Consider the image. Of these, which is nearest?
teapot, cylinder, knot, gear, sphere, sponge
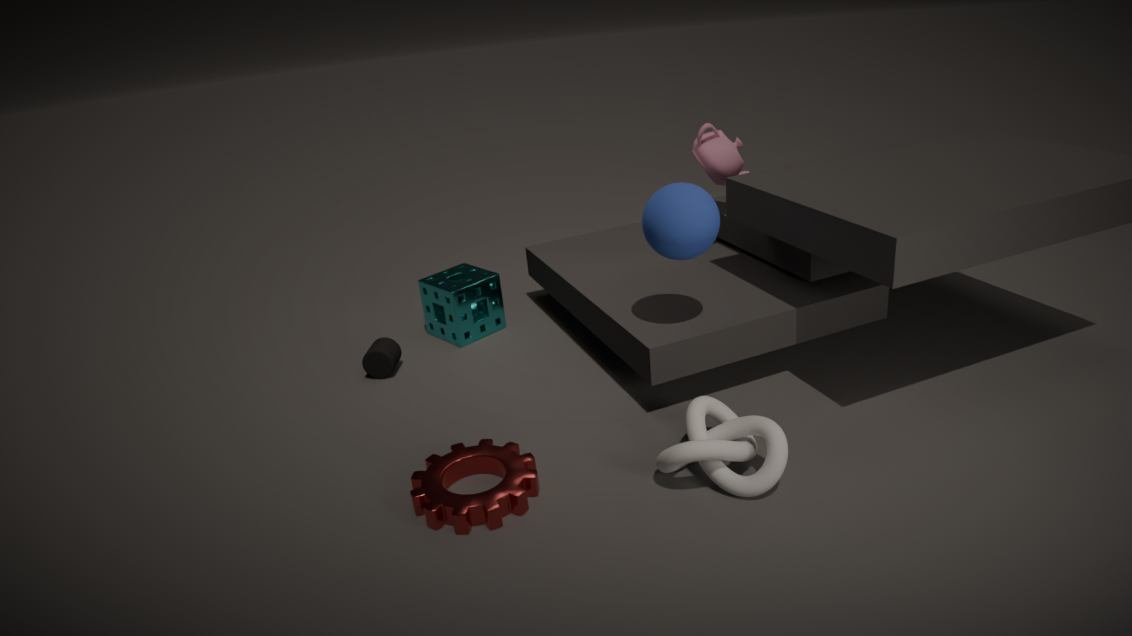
knot
